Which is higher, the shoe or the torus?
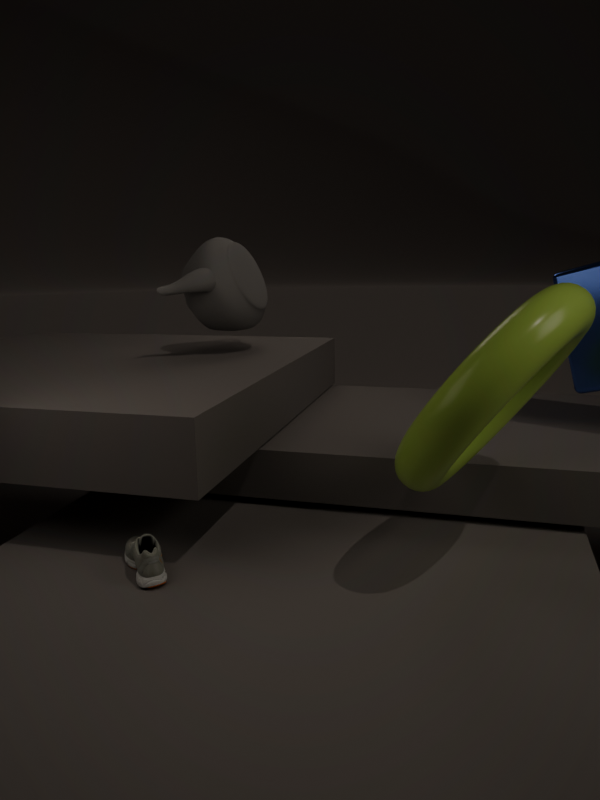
the torus
